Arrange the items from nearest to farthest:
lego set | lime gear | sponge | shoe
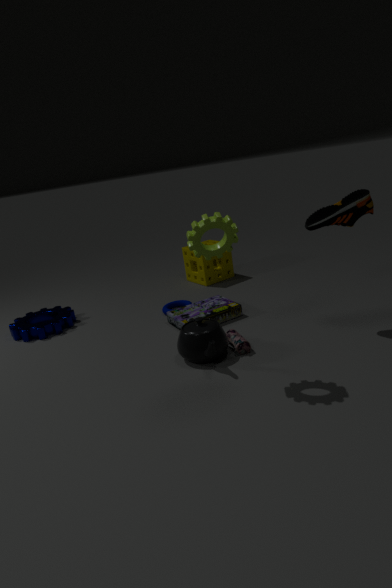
lime gear < shoe < lego set < sponge
